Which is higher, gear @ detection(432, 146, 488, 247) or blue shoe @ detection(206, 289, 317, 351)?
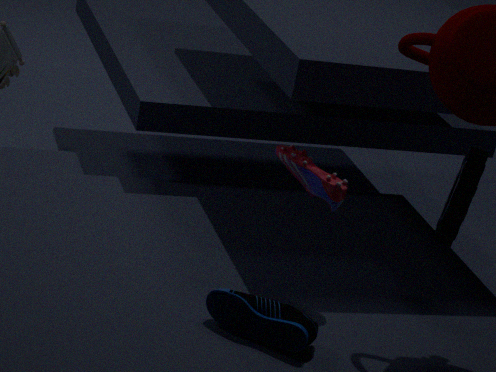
gear @ detection(432, 146, 488, 247)
